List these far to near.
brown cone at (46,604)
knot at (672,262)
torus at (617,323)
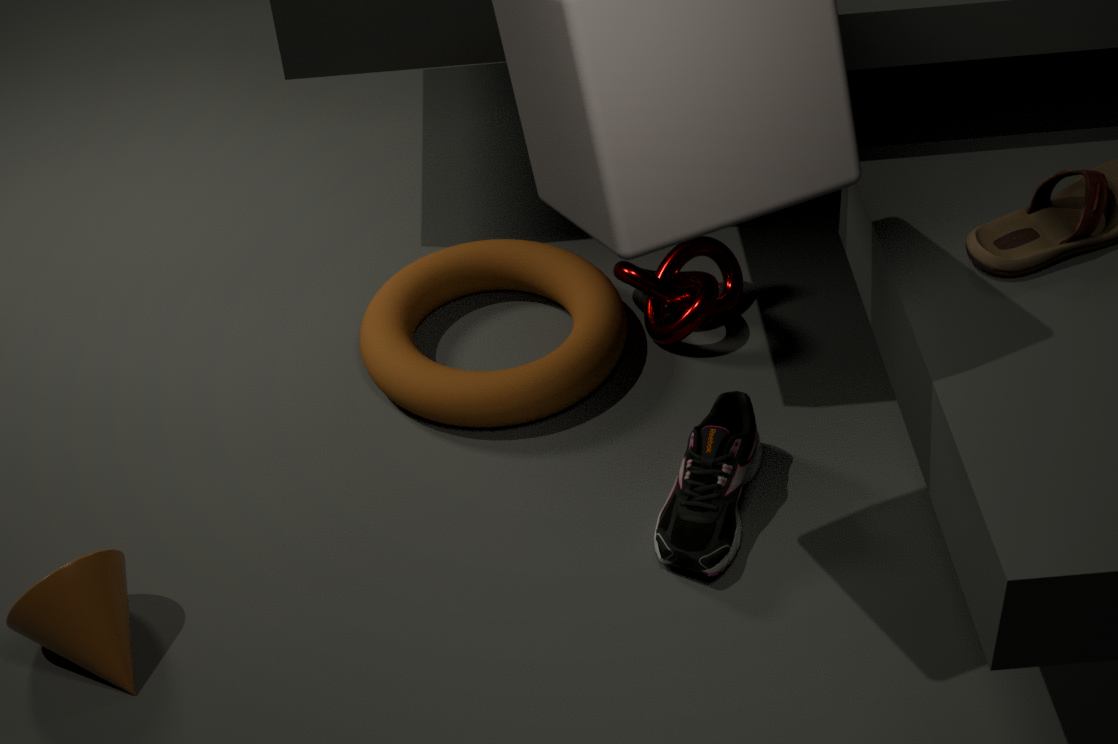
knot at (672,262) < torus at (617,323) < brown cone at (46,604)
